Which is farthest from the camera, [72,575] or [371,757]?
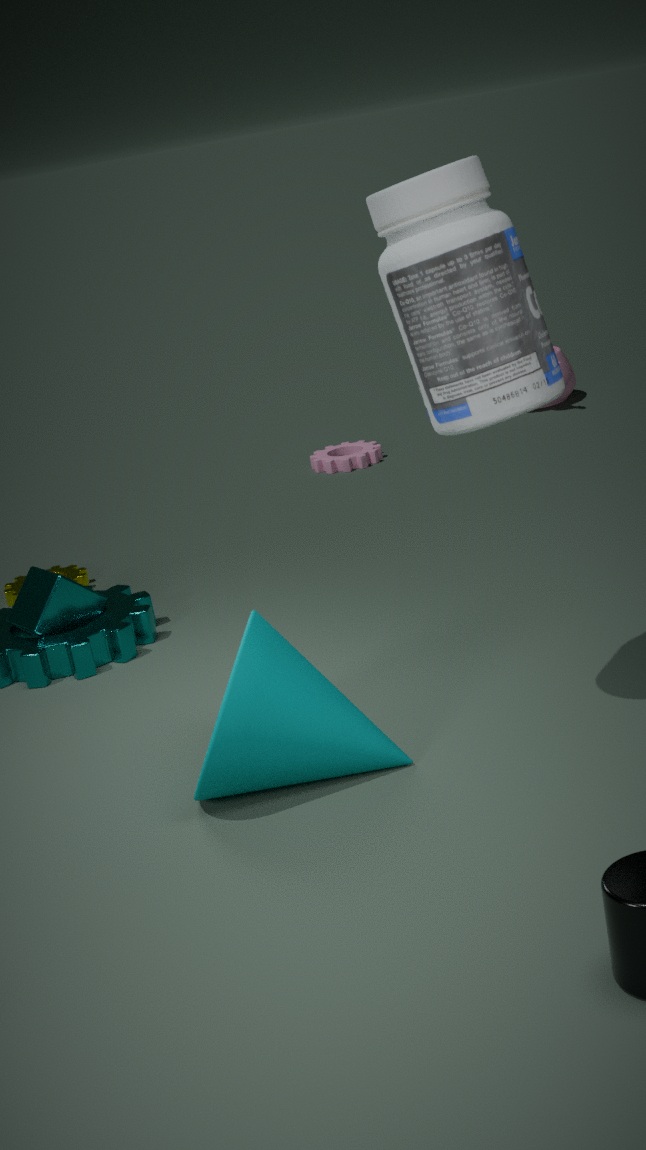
[72,575]
